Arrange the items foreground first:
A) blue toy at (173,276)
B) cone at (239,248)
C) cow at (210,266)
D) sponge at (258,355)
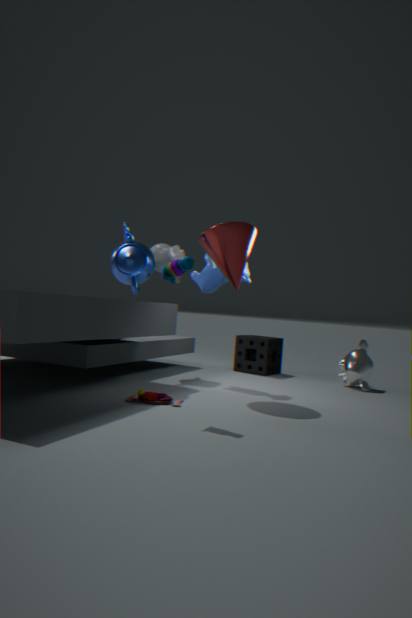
blue toy at (173,276) → cone at (239,248) → cow at (210,266) → sponge at (258,355)
